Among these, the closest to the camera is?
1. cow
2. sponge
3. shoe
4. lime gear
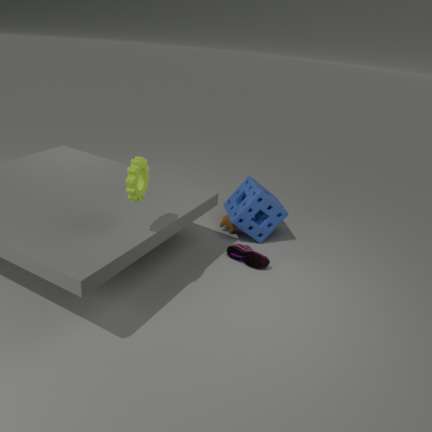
lime gear
